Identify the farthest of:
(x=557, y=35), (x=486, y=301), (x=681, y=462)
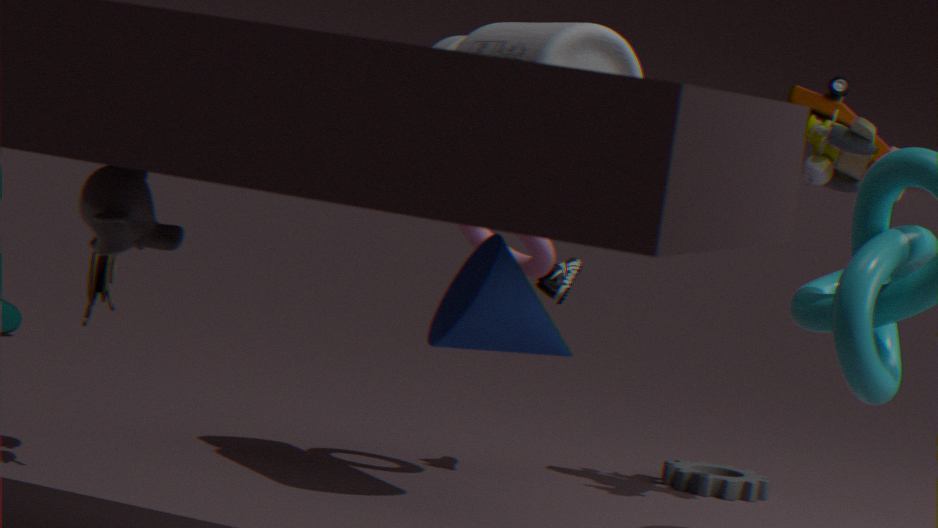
(x=681, y=462)
